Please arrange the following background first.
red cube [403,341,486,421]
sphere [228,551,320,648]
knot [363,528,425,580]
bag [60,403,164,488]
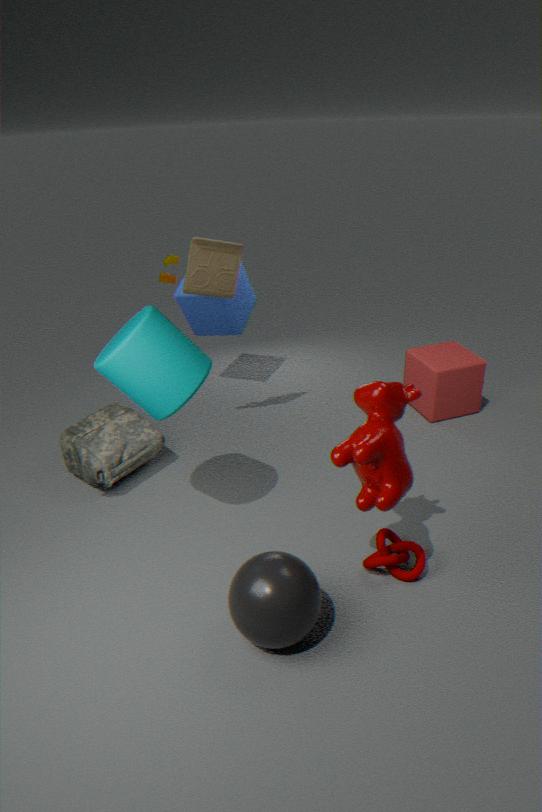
1. red cube [403,341,486,421]
2. bag [60,403,164,488]
3. knot [363,528,425,580]
4. sphere [228,551,320,648]
